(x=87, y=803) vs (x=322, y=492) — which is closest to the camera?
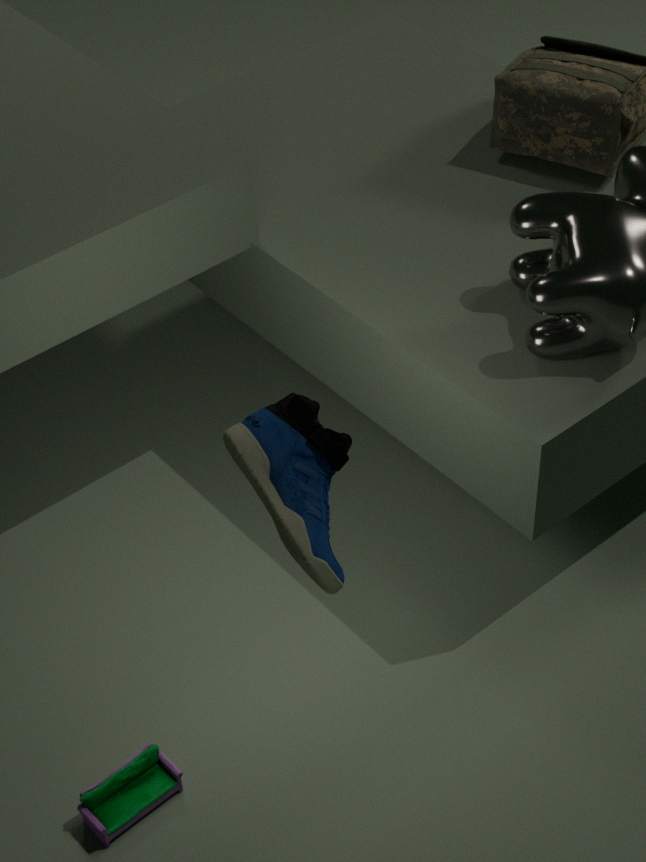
(x=322, y=492)
